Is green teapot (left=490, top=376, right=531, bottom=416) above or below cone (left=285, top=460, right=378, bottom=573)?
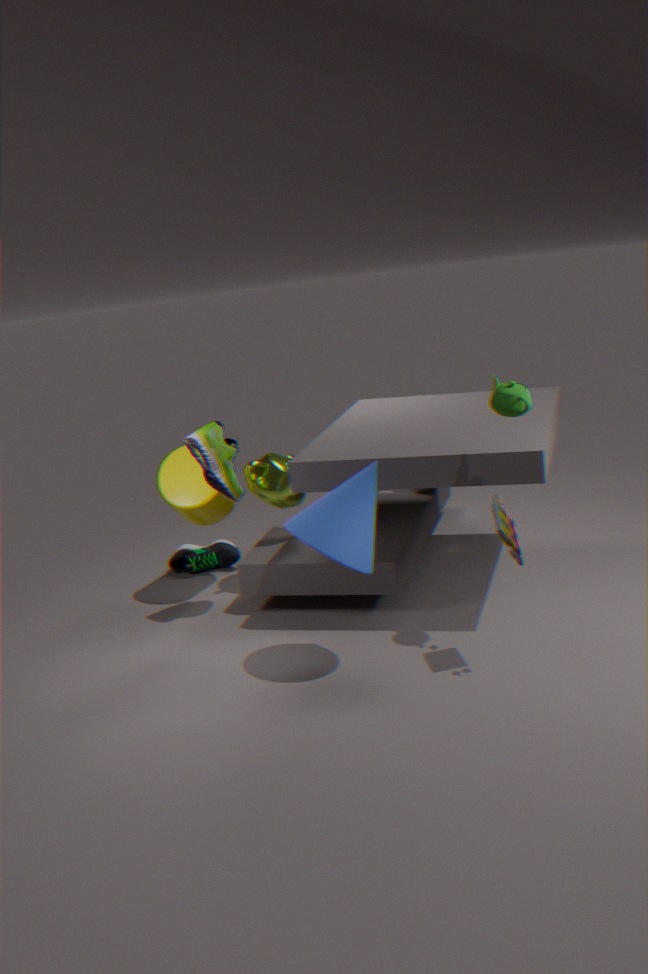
above
